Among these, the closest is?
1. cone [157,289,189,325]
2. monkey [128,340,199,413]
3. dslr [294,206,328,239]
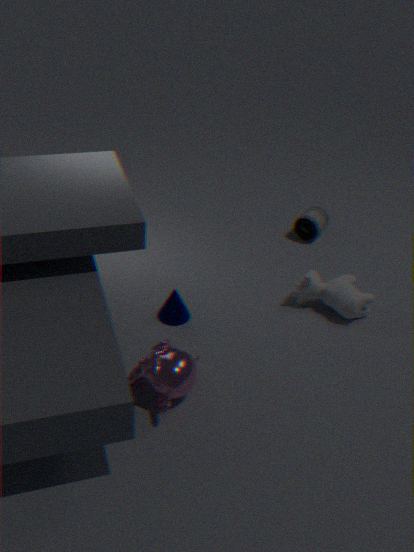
monkey [128,340,199,413]
